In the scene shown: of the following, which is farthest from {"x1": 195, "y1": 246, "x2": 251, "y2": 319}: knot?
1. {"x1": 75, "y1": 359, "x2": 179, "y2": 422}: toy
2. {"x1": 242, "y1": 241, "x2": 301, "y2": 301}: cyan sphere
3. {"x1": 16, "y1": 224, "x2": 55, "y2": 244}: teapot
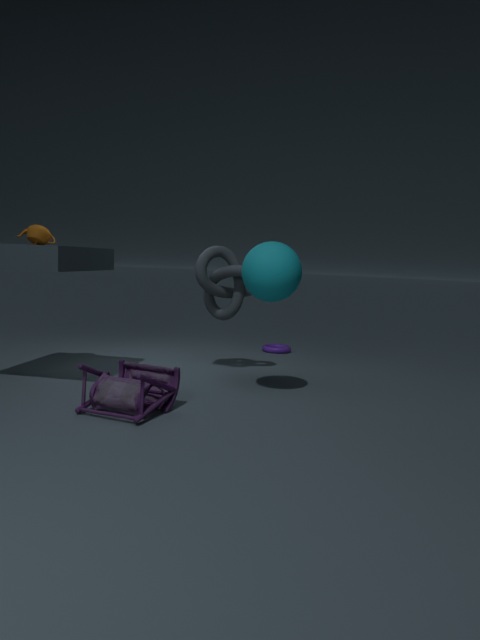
{"x1": 16, "y1": 224, "x2": 55, "y2": 244}: teapot
